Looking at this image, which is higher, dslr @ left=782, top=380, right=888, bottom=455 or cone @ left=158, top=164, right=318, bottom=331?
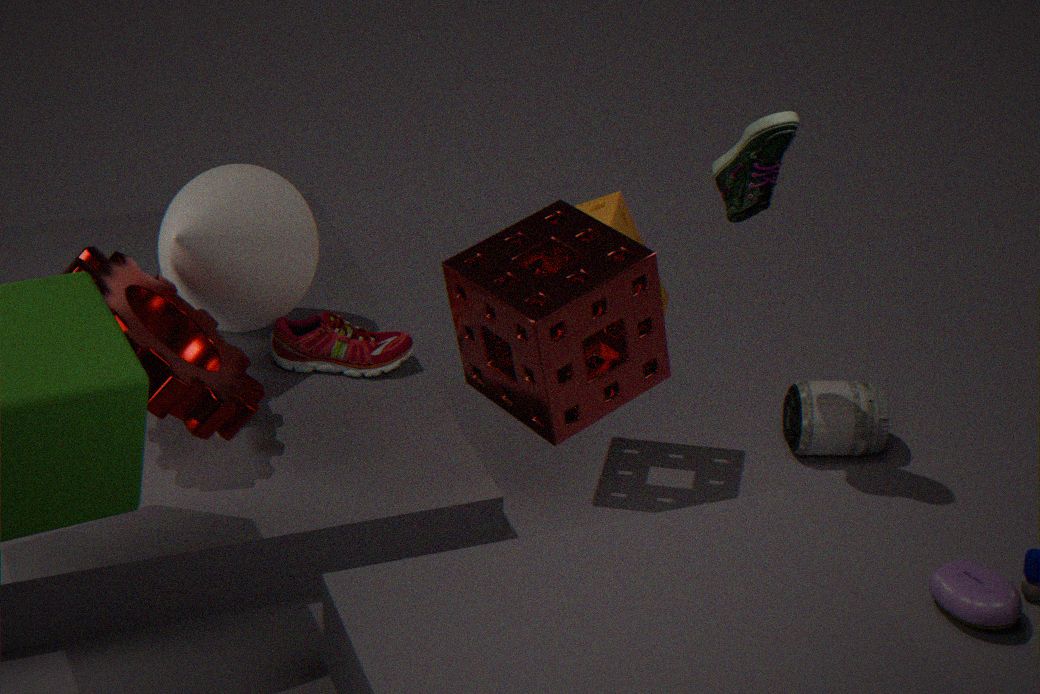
cone @ left=158, top=164, right=318, bottom=331
